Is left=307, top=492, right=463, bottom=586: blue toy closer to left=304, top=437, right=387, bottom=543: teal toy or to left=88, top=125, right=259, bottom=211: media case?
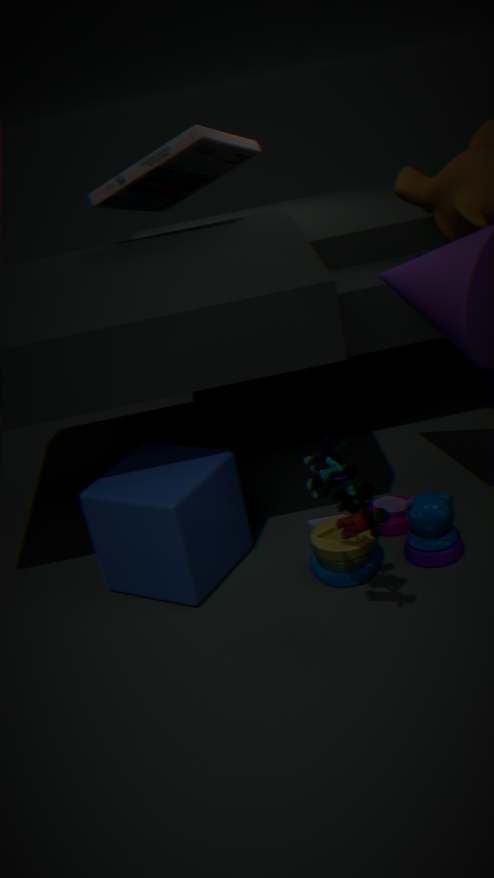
left=304, top=437, right=387, bottom=543: teal toy
